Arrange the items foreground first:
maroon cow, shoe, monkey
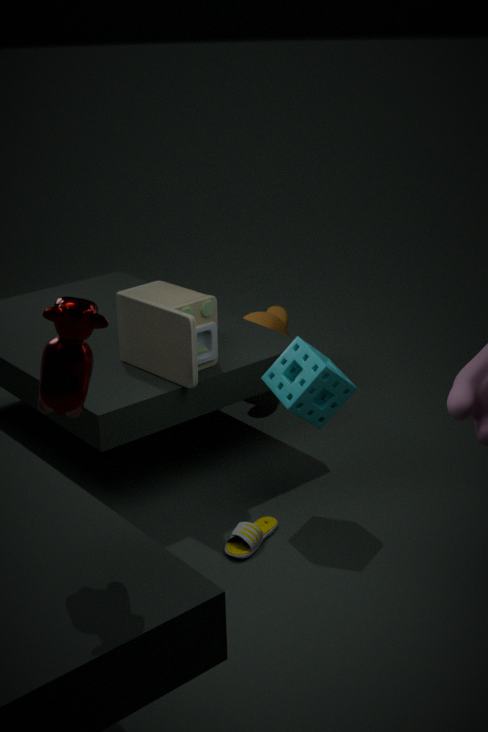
maroon cow, shoe, monkey
